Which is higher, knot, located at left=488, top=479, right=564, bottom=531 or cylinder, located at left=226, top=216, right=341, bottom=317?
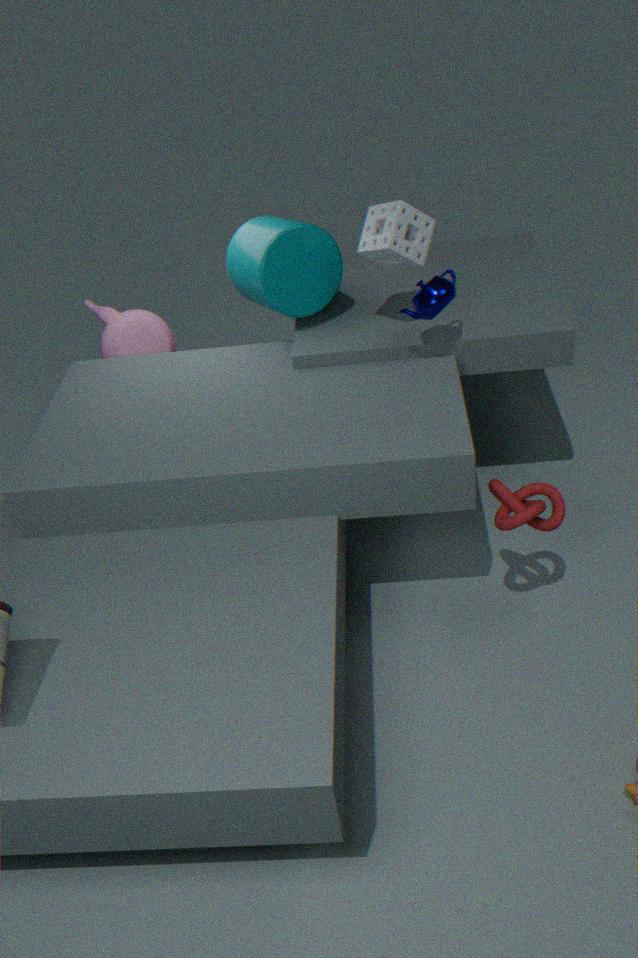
cylinder, located at left=226, top=216, right=341, bottom=317
